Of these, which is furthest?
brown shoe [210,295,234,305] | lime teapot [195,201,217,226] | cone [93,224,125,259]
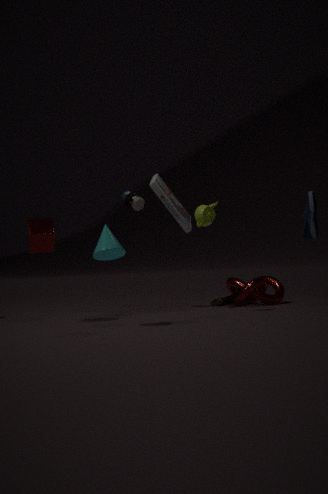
brown shoe [210,295,234,305]
